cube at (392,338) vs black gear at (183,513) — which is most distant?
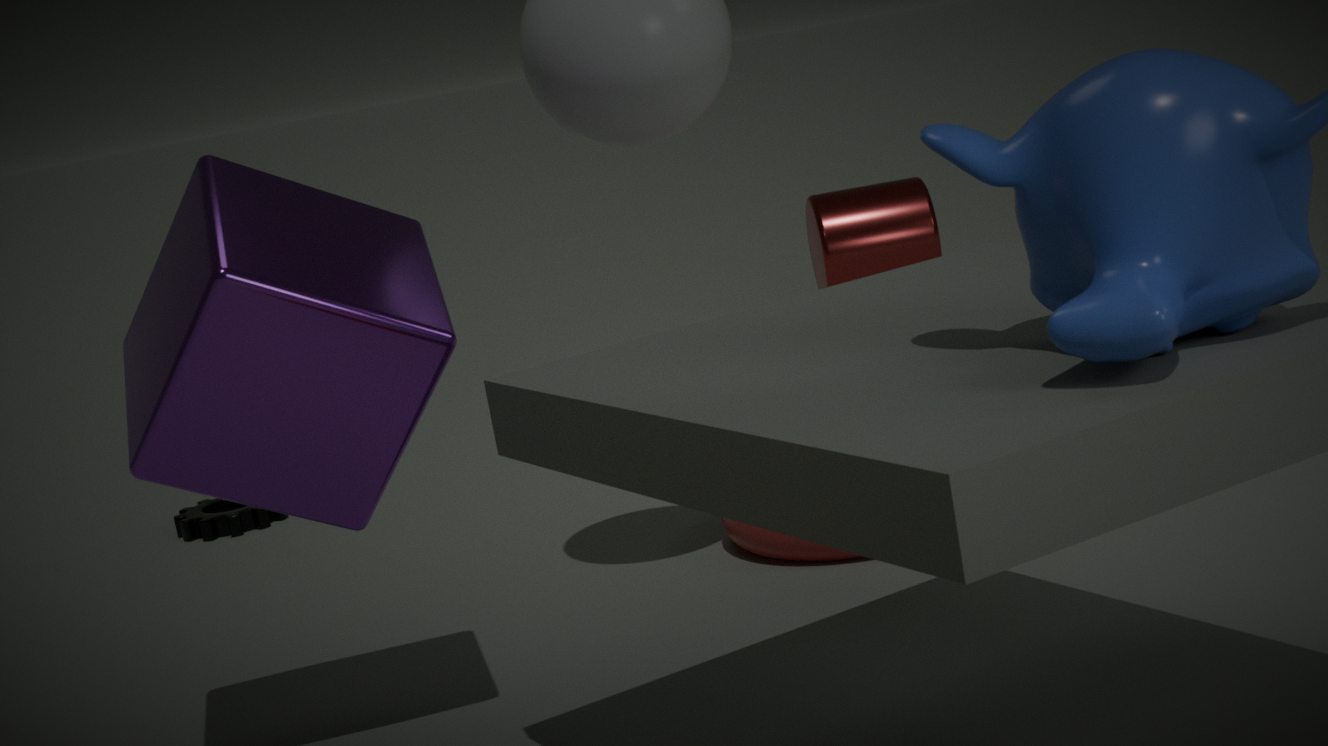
black gear at (183,513)
